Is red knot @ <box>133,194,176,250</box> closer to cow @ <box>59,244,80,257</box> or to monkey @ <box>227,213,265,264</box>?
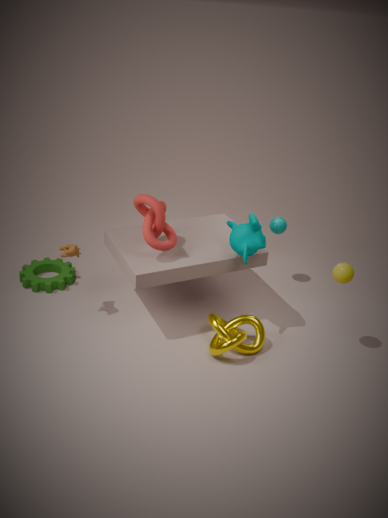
monkey @ <box>227,213,265,264</box>
